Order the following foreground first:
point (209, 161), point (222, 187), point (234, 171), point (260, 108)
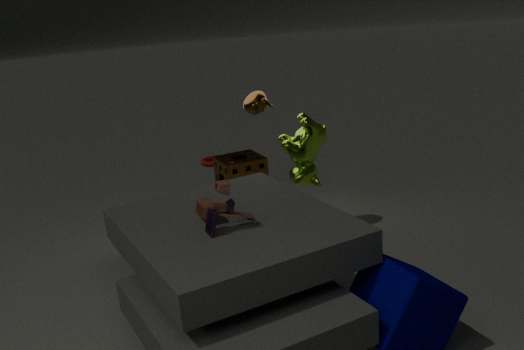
1. point (222, 187)
2. point (260, 108)
3. point (234, 171)
4. point (209, 161)
